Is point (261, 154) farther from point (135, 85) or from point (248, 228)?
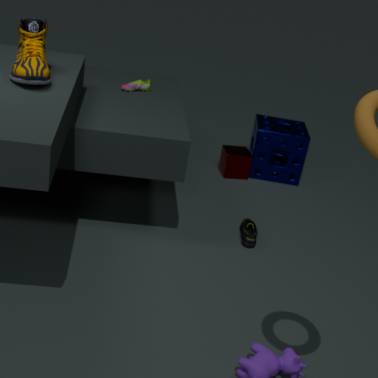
point (135, 85)
